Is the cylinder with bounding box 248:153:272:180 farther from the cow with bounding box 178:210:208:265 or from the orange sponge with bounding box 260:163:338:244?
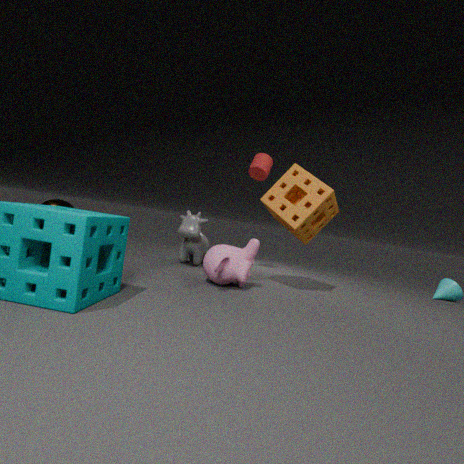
the cow with bounding box 178:210:208:265
